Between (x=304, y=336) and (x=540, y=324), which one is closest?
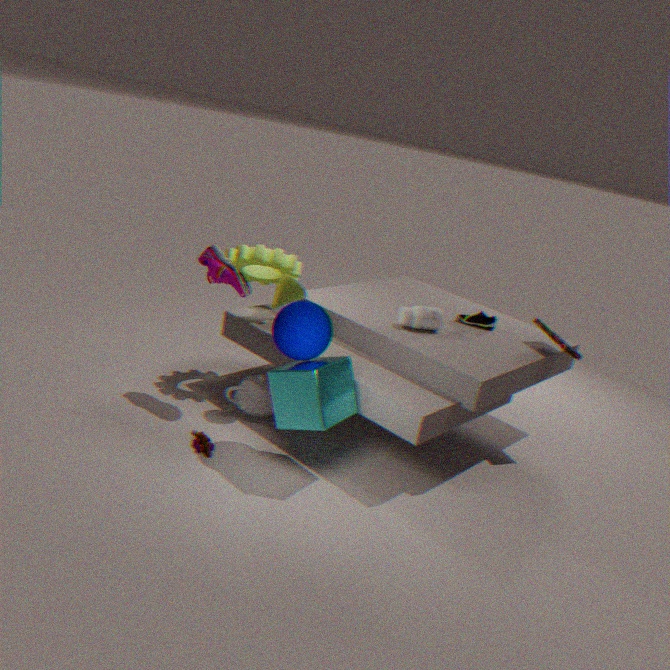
(x=304, y=336)
